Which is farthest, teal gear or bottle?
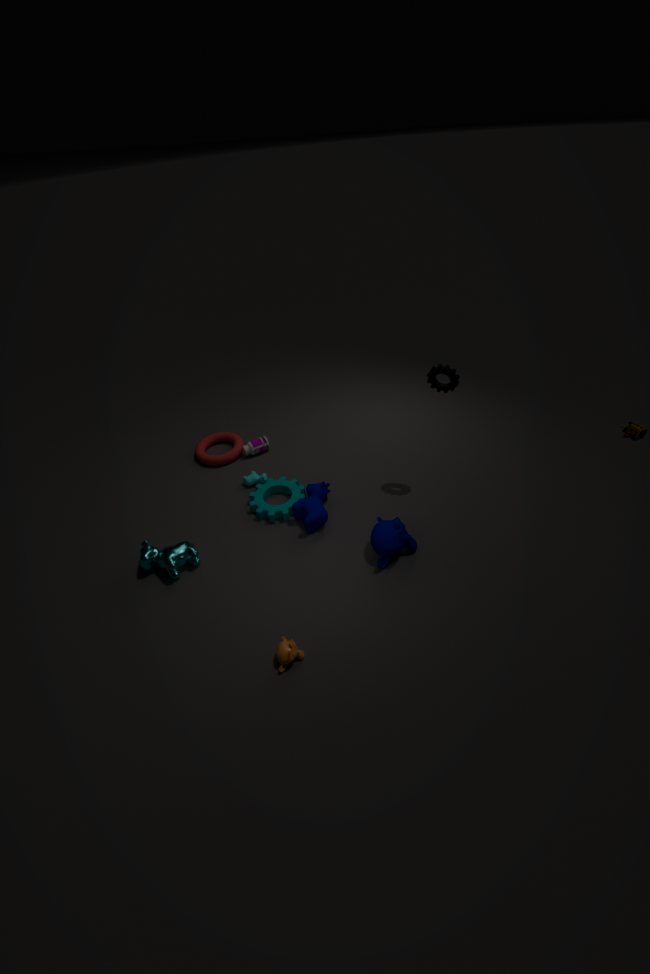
bottle
